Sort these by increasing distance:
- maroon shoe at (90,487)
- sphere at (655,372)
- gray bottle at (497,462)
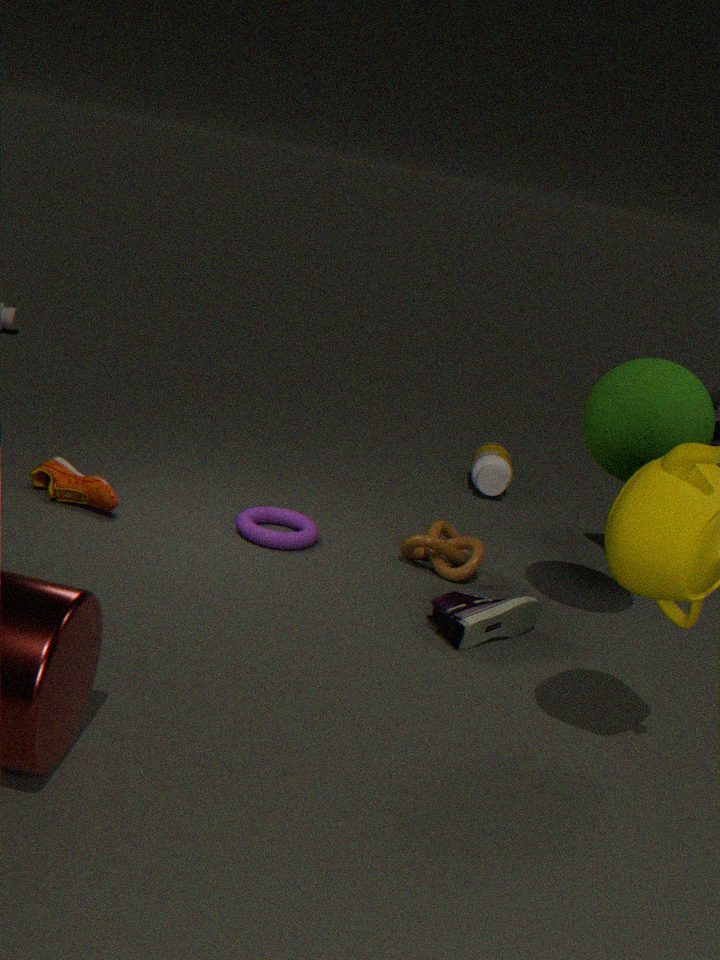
1. sphere at (655,372)
2. maroon shoe at (90,487)
3. gray bottle at (497,462)
